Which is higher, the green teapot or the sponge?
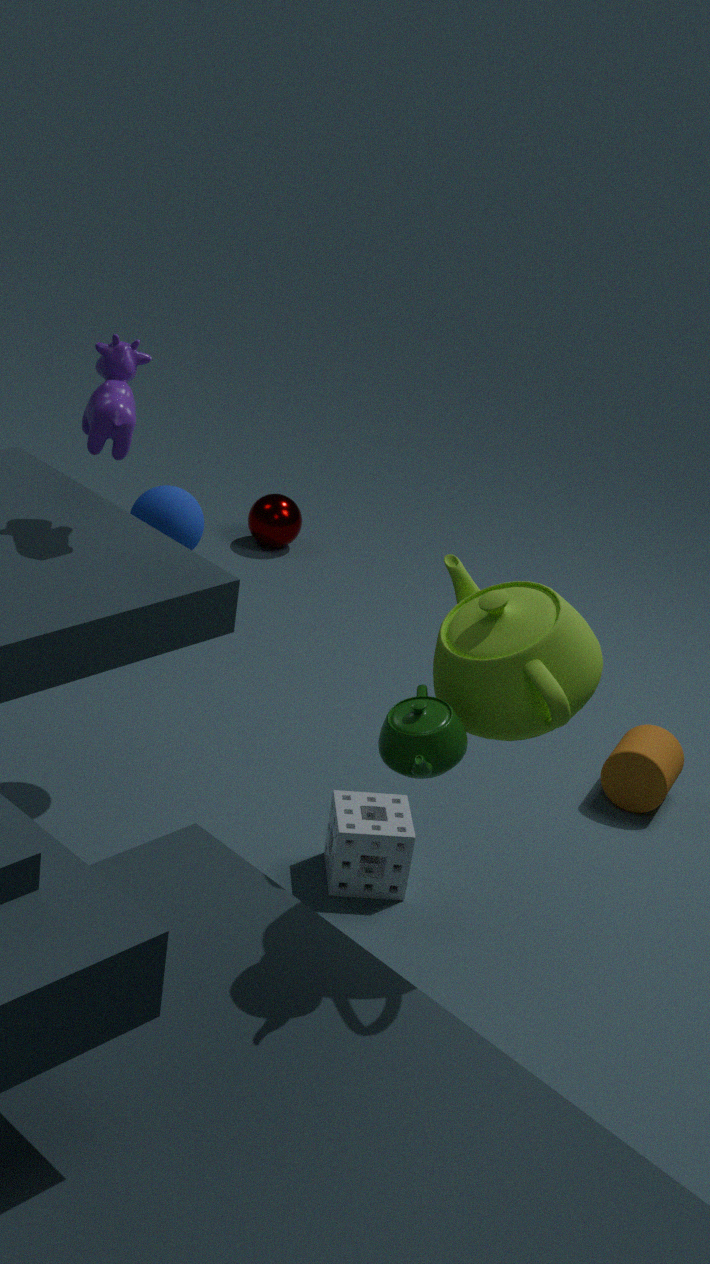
the green teapot
